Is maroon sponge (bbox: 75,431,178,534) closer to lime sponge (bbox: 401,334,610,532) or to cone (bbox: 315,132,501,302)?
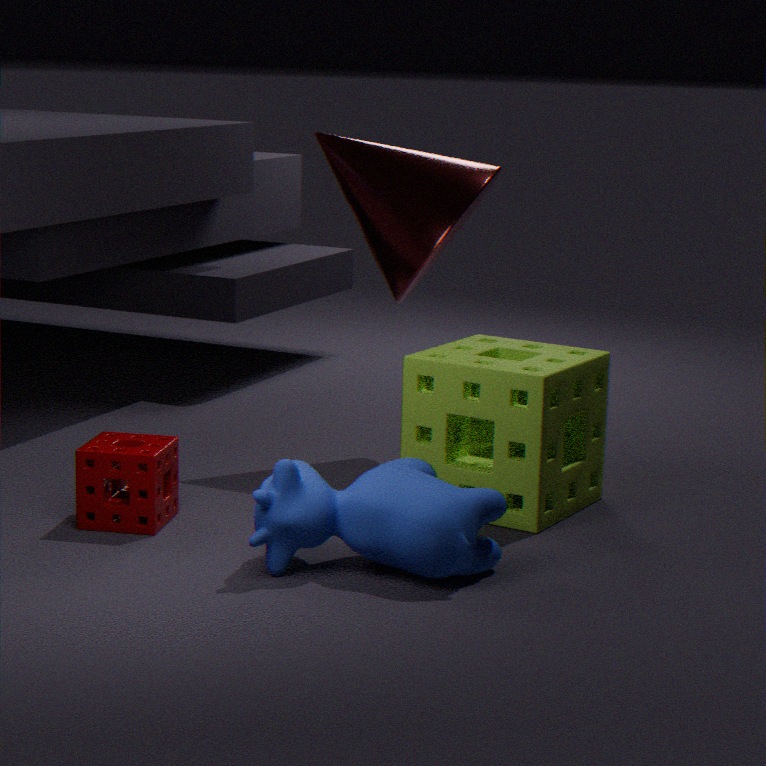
lime sponge (bbox: 401,334,610,532)
